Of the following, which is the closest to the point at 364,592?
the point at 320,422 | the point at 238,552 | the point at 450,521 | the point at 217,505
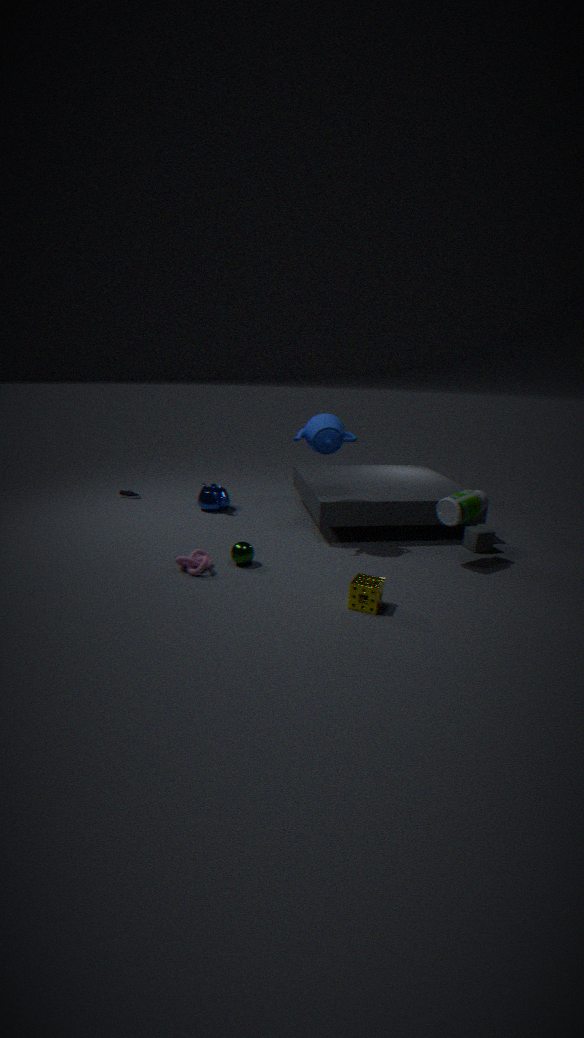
the point at 238,552
